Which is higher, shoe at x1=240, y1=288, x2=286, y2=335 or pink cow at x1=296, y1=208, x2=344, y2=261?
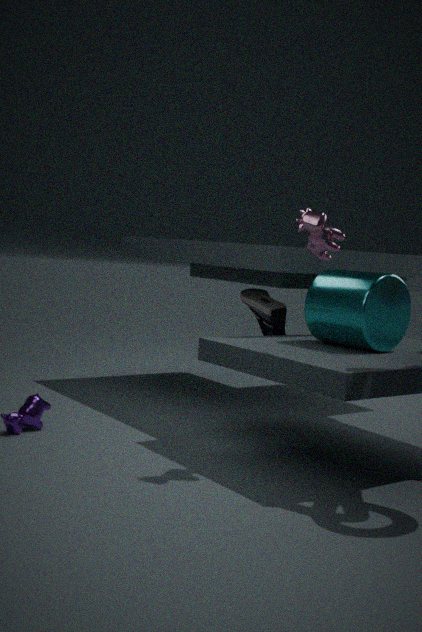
pink cow at x1=296, y1=208, x2=344, y2=261
